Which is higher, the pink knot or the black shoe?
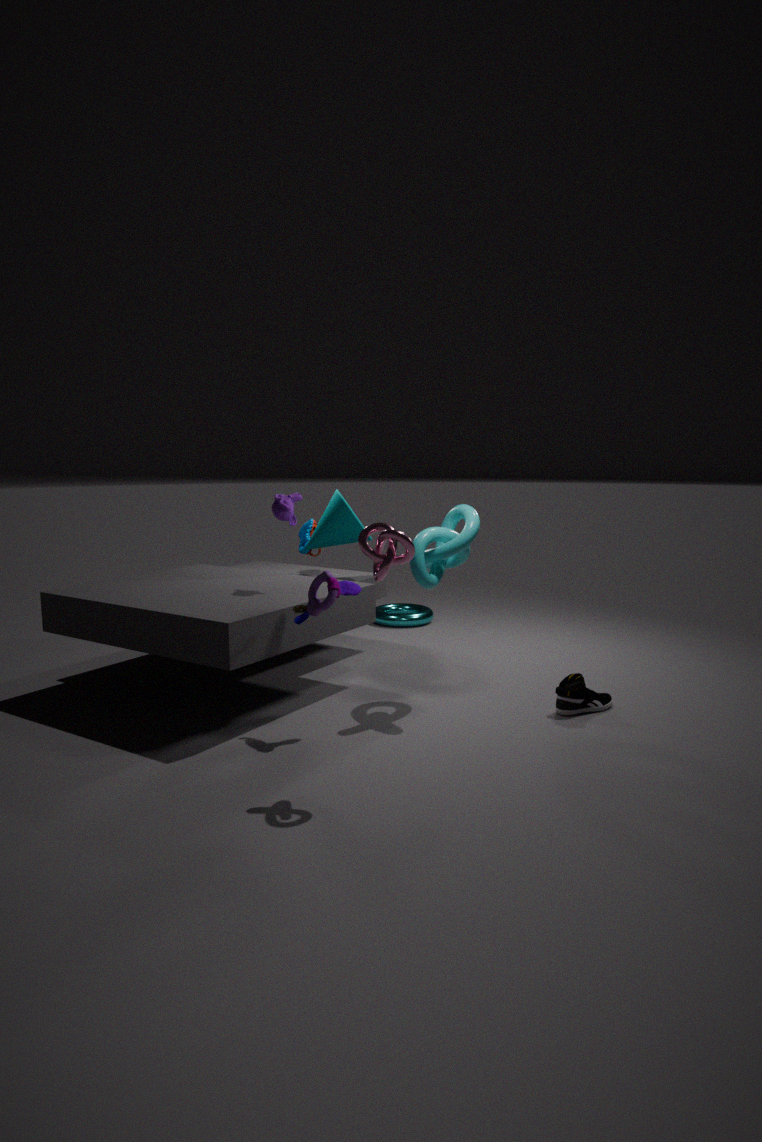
the pink knot
